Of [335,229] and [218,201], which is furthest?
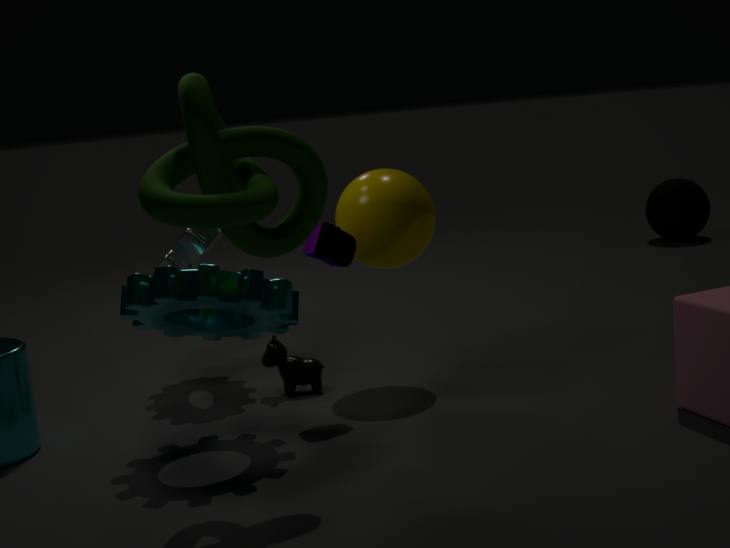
[335,229]
